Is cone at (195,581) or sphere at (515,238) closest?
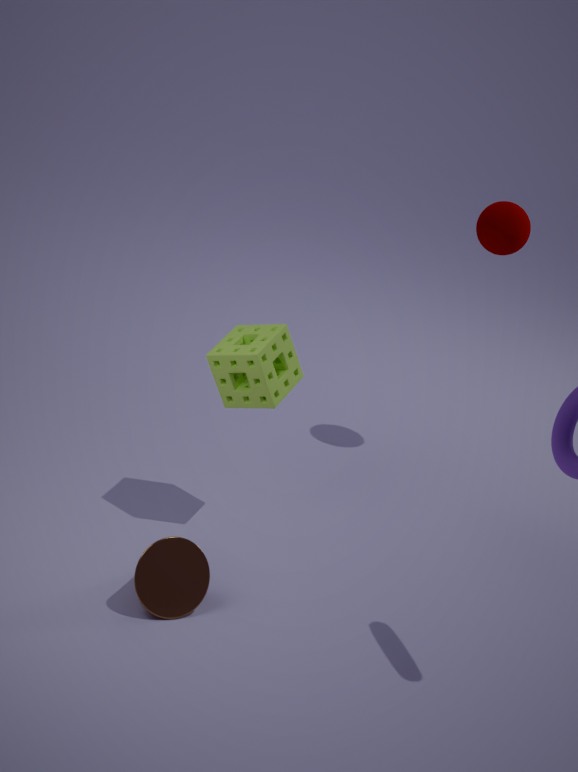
cone at (195,581)
